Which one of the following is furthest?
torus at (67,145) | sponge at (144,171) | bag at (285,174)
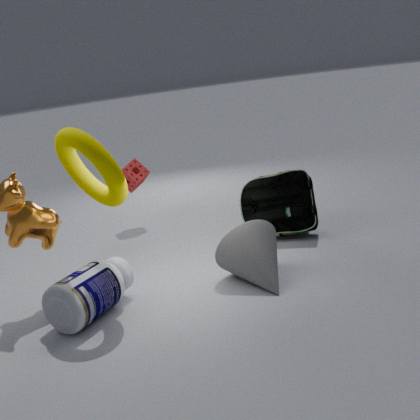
sponge at (144,171)
